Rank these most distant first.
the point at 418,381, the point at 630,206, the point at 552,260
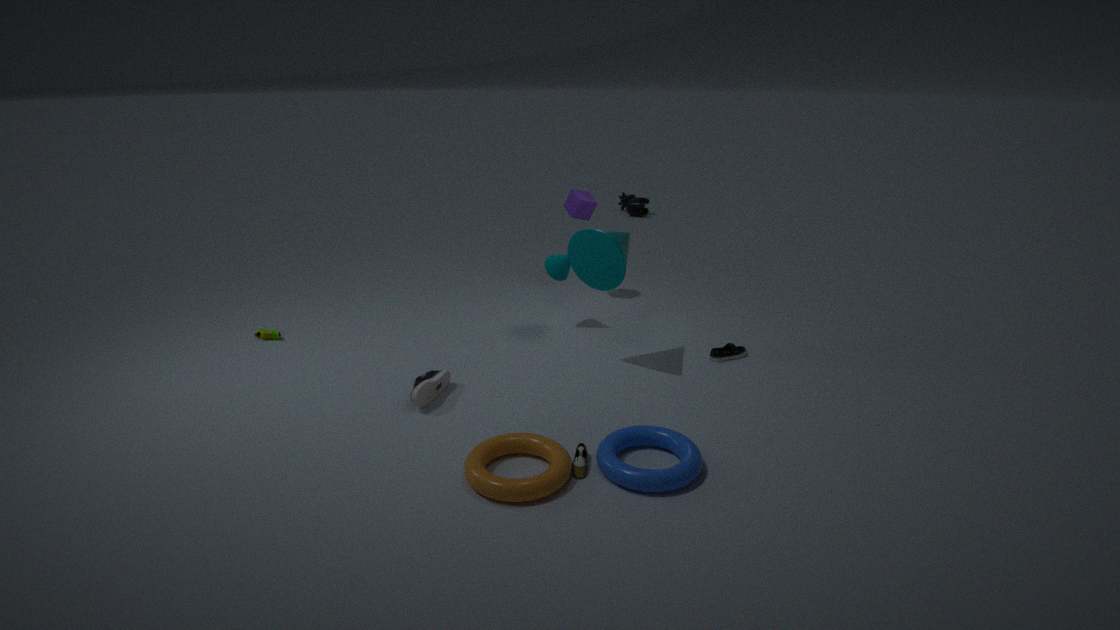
the point at 630,206 → the point at 552,260 → the point at 418,381
